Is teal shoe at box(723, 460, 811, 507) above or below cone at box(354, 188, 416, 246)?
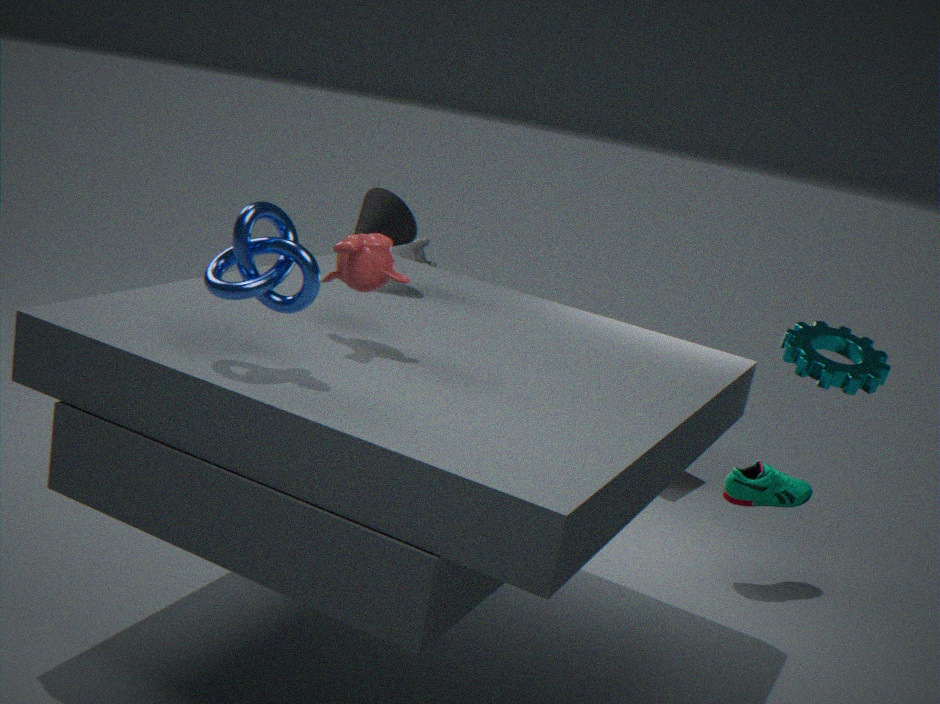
below
